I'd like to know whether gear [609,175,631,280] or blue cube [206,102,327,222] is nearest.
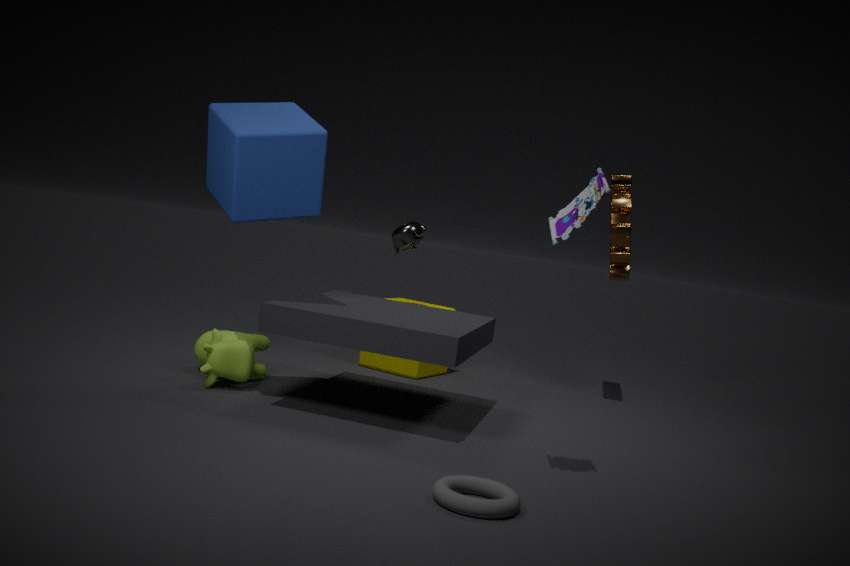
blue cube [206,102,327,222]
